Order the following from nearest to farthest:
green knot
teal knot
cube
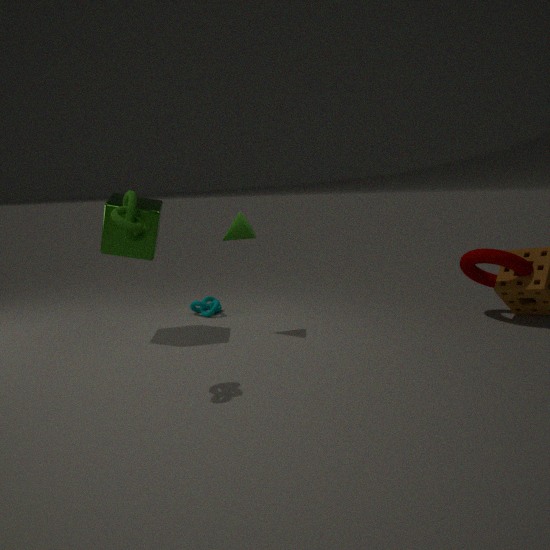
1. green knot
2. cube
3. teal knot
